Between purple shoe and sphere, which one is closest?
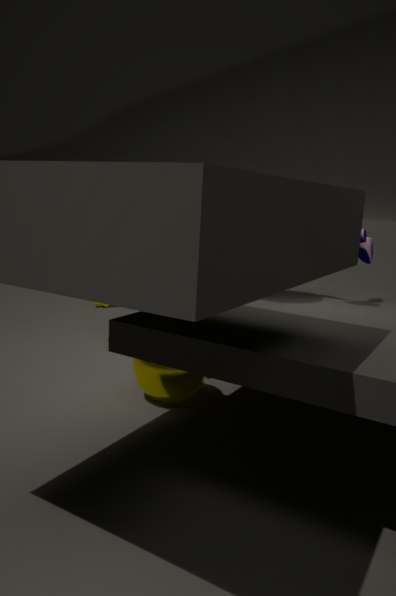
purple shoe
